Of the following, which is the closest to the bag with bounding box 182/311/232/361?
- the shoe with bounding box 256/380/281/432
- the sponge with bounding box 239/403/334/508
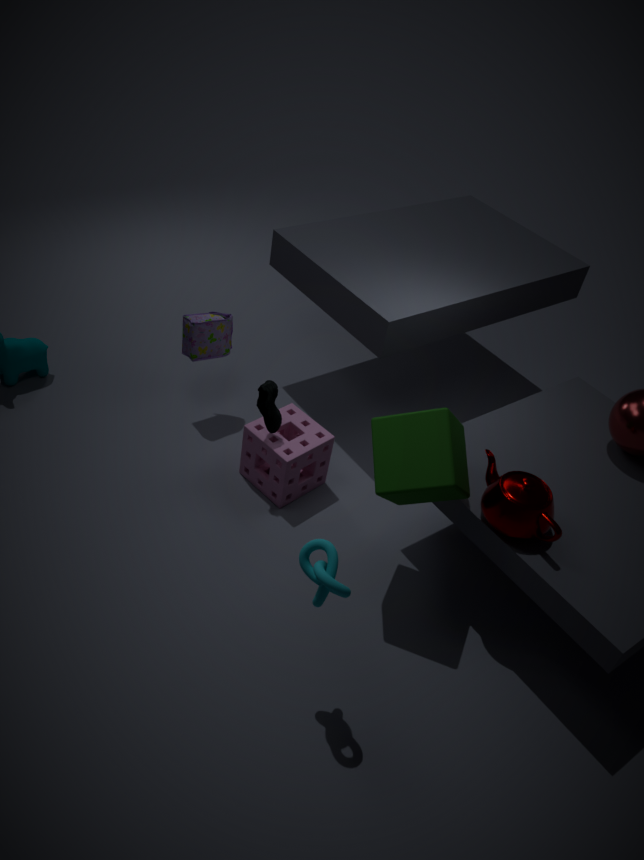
the sponge with bounding box 239/403/334/508
